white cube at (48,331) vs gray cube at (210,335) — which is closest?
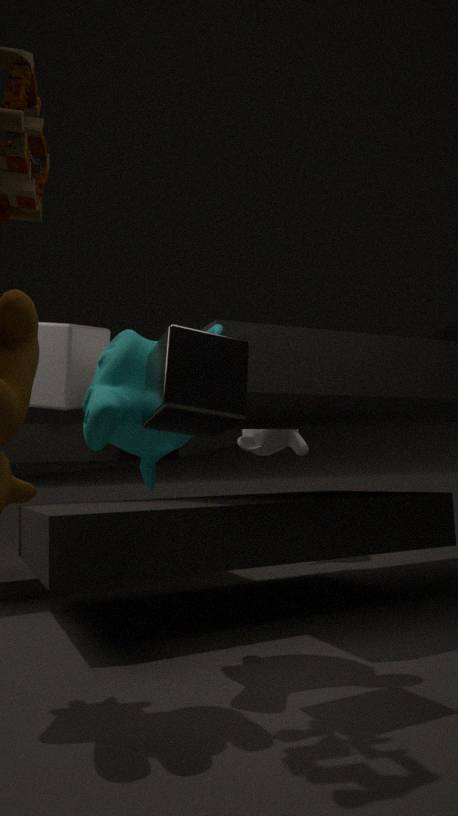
gray cube at (210,335)
